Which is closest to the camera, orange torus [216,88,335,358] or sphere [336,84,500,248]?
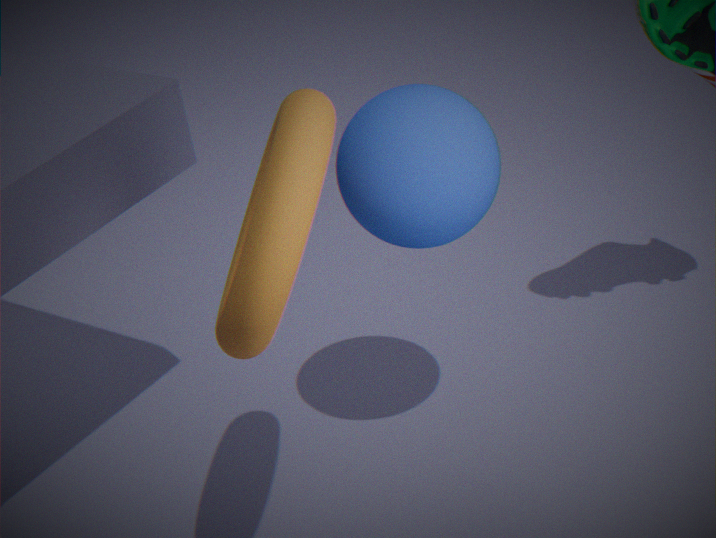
orange torus [216,88,335,358]
